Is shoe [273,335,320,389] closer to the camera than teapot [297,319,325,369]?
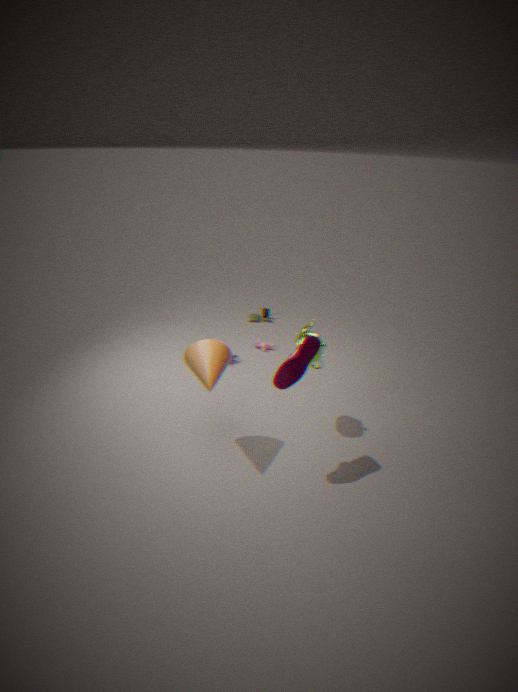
Yes
